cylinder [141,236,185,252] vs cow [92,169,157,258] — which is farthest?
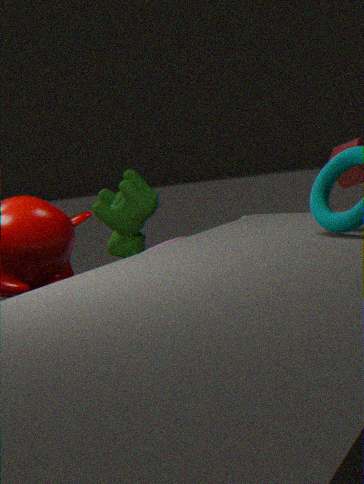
cow [92,169,157,258]
